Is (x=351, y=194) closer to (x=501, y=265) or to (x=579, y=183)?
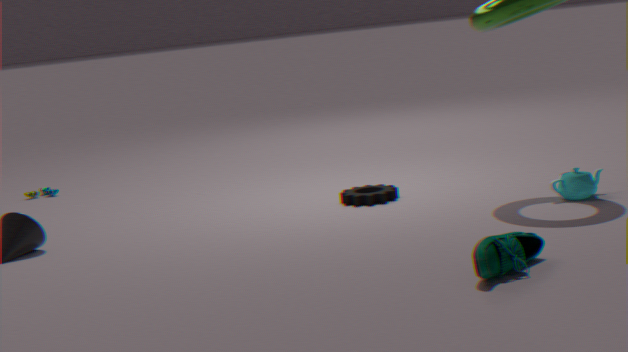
(x=579, y=183)
